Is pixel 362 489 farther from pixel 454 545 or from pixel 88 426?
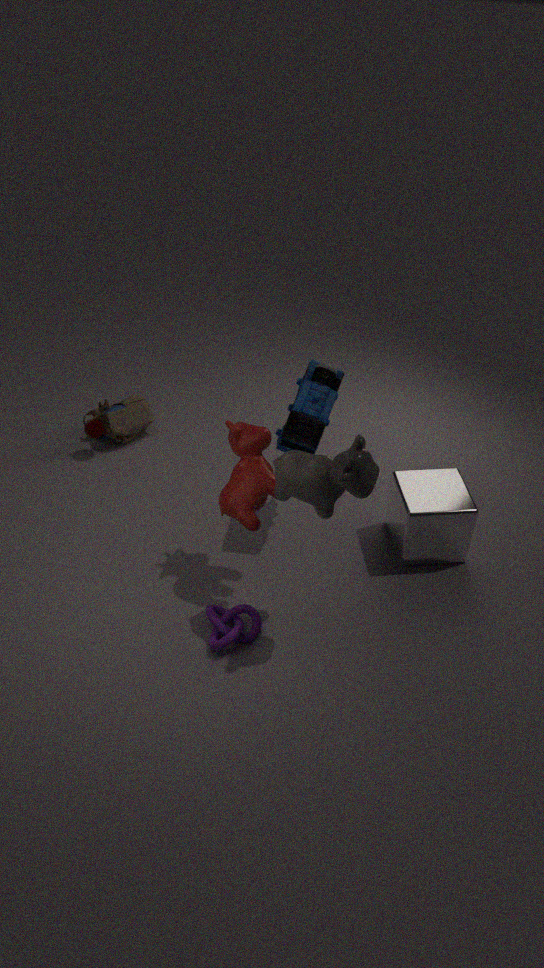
pixel 88 426
